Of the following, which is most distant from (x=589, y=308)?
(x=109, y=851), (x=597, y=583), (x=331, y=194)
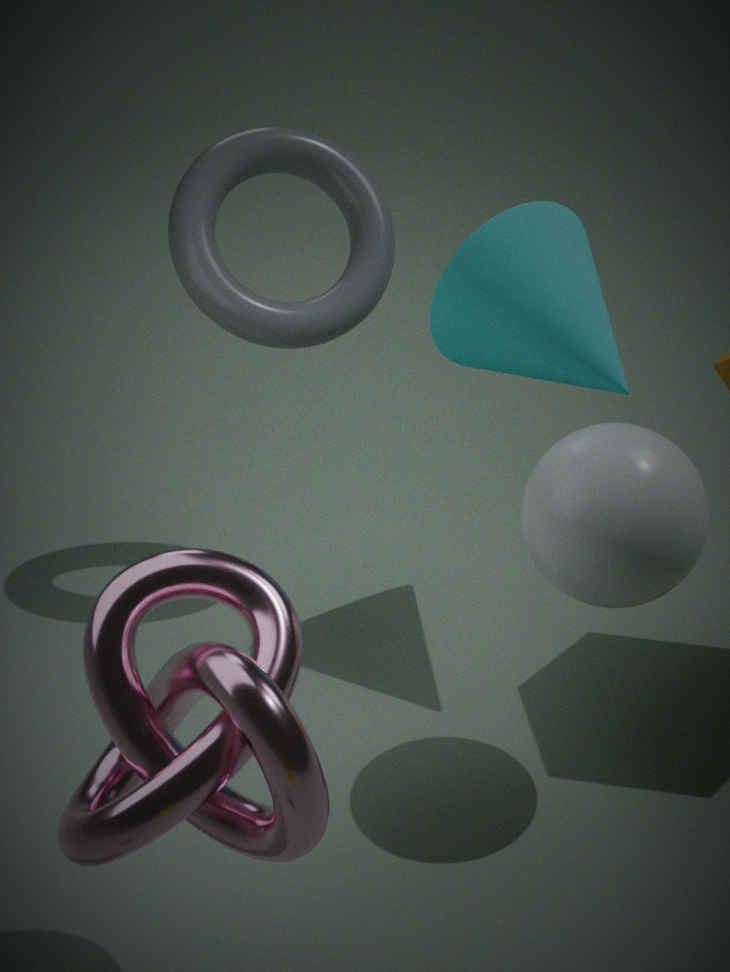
(x=109, y=851)
